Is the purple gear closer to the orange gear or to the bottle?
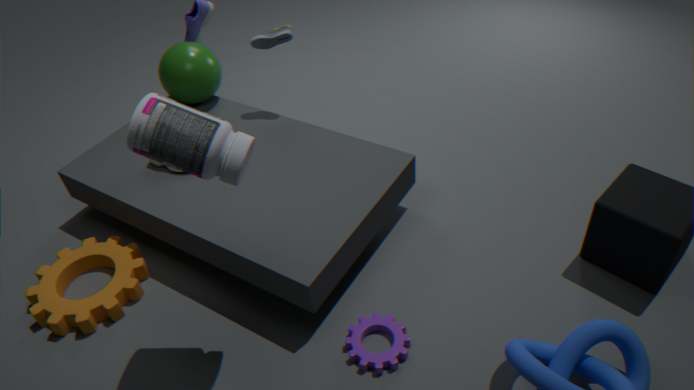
the bottle
